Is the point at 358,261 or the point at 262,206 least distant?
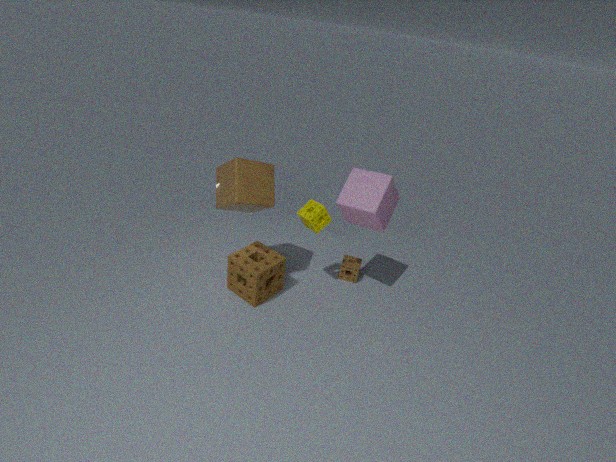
the point at 262,206
